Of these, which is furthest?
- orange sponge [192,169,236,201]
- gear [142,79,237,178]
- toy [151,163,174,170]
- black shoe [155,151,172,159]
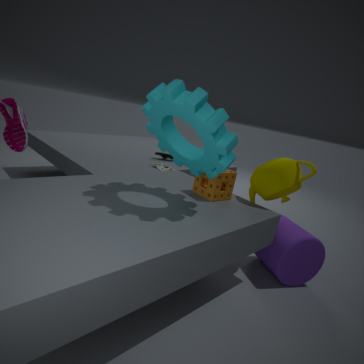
black shoe [155,151,172,159]
